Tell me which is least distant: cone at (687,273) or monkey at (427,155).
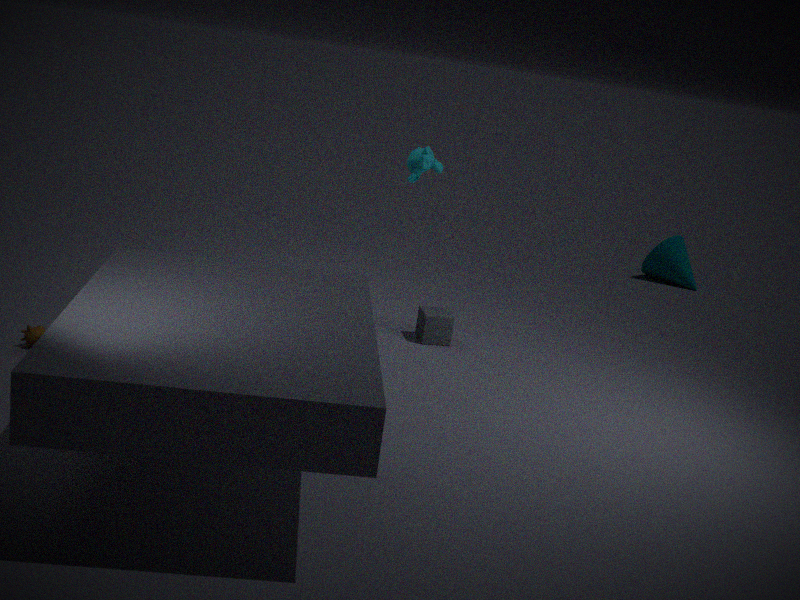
monkey at (427,155)
